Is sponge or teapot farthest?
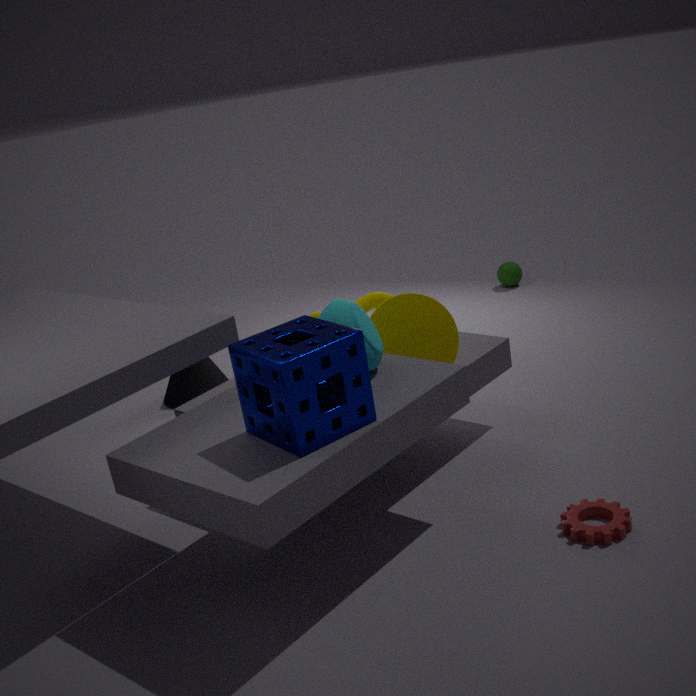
teapot
